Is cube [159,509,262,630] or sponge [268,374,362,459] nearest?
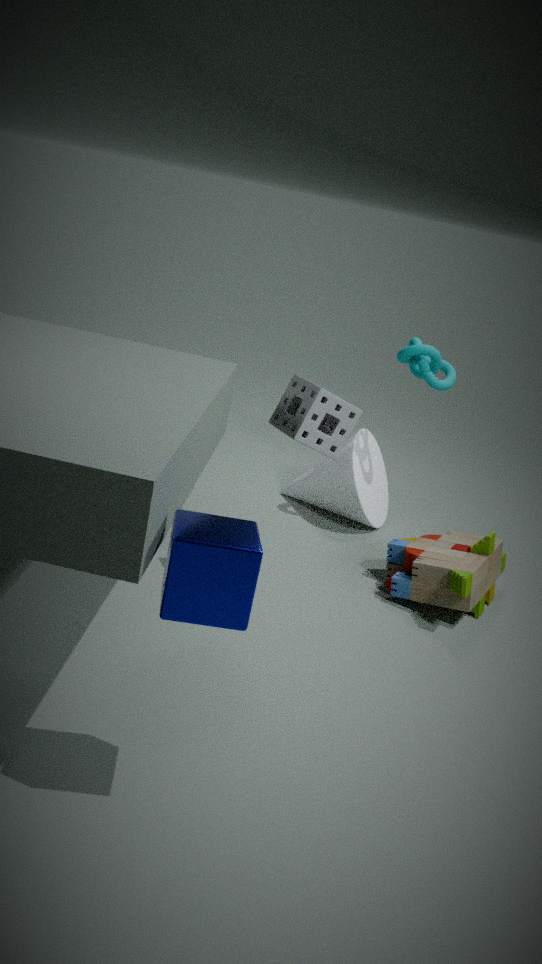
cube [159,509,262,630]
